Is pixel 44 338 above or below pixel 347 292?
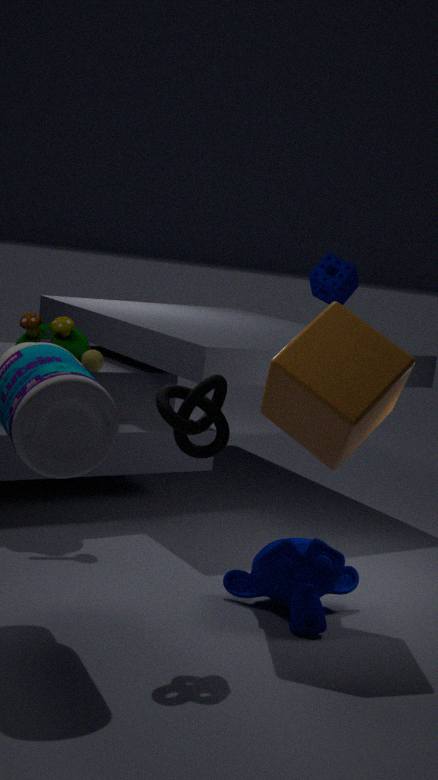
below
